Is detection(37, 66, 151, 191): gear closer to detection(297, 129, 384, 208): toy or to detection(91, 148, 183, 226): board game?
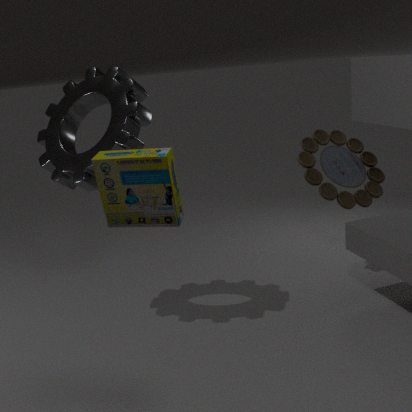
detection(91, 148, 183, 226): board game
